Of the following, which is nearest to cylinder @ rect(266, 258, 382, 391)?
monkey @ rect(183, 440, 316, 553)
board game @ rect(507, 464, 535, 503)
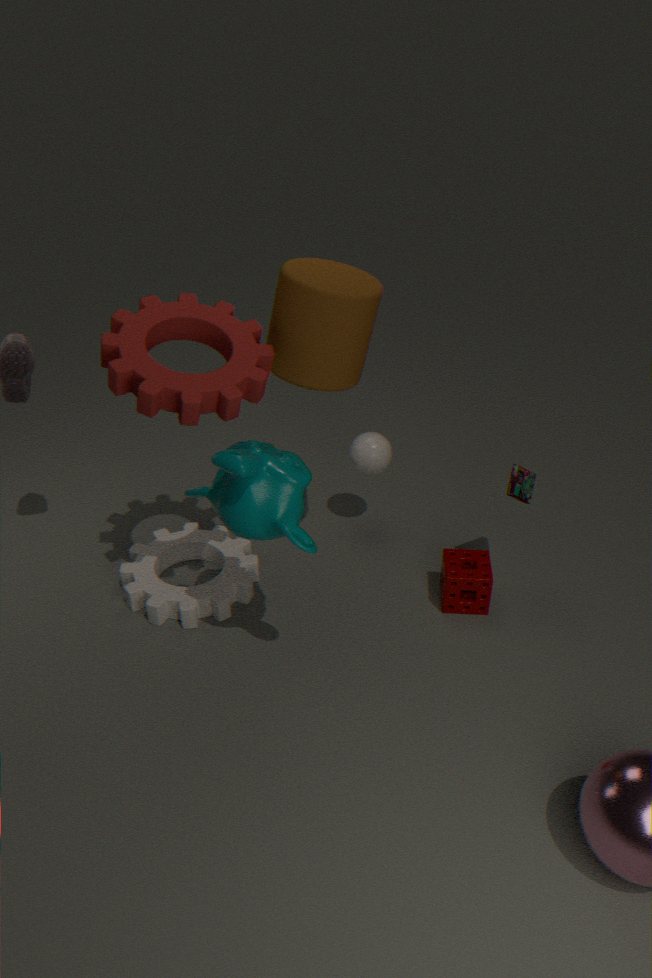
monkey @ rect(183, 440, 316, 553)
